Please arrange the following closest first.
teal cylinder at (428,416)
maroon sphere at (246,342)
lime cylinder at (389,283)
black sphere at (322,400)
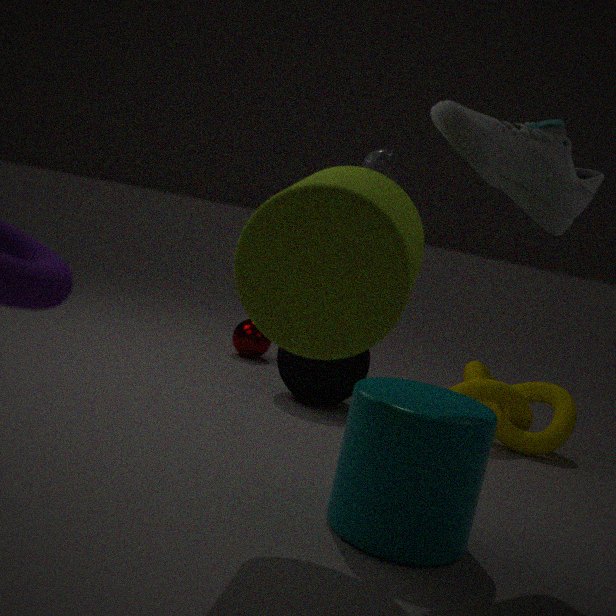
lime cylinder at (389,283) < teal cylinder at (428,416) < black sphere at (322,400) < maroon sphere at (246,342)
